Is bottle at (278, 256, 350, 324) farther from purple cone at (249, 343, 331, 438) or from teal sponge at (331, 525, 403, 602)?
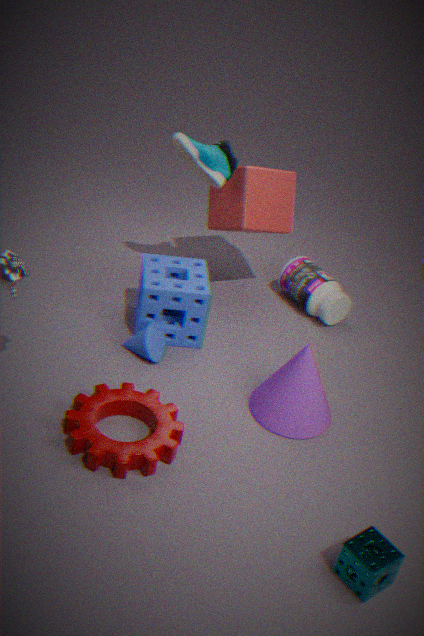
teal sponge at (331, 525, 403, 602)
